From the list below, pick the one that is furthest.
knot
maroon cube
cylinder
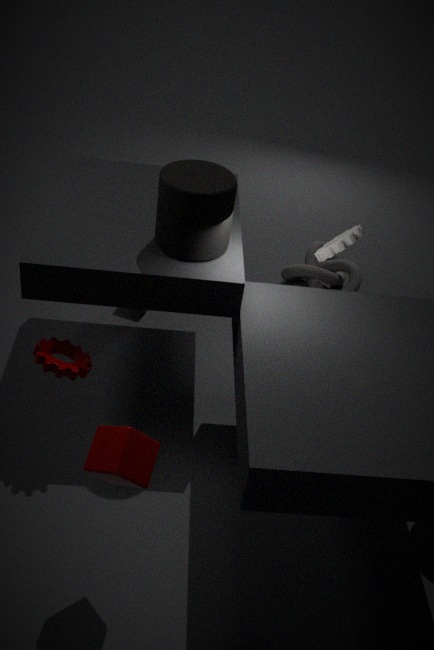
knot
